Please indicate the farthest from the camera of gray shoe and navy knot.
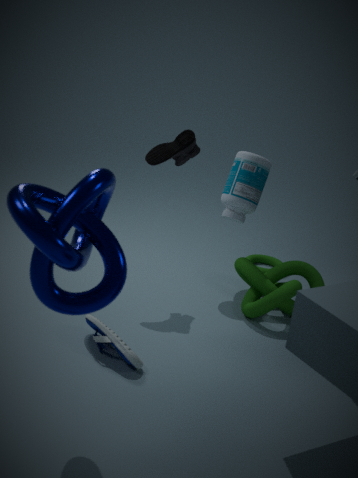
gray shoe
